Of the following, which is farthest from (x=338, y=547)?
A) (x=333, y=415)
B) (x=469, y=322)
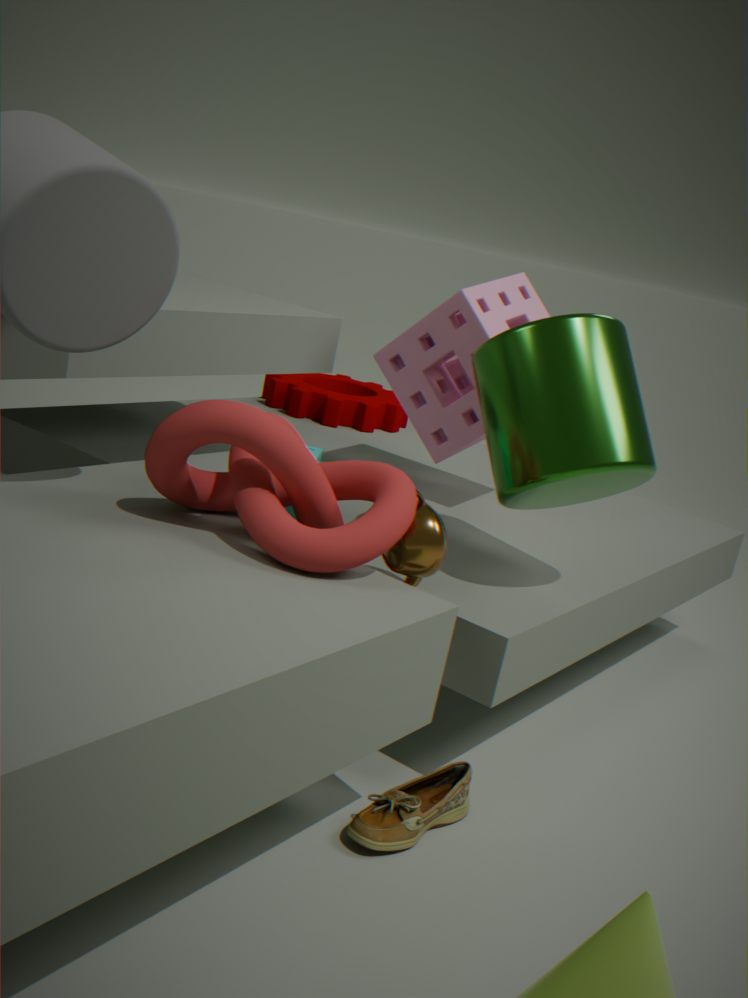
Answer: (x=333, y=415)
